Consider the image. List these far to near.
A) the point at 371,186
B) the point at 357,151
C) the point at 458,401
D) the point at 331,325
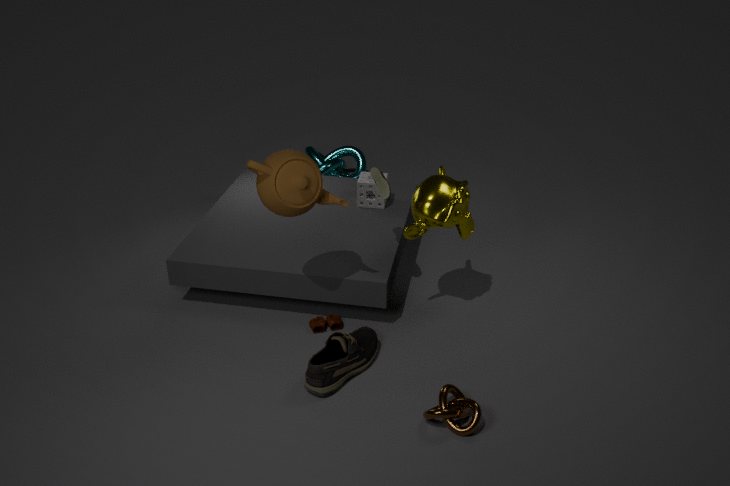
the point at 357,151, the point at 371,186, the point at 331,325, the point at 458,401
